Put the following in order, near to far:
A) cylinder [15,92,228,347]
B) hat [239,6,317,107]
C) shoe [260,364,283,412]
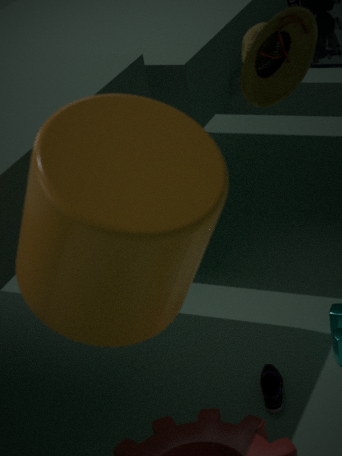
cylinder [15,92,228,347] < hat [239,6,317,107] < shoe [260,364,283,412]
